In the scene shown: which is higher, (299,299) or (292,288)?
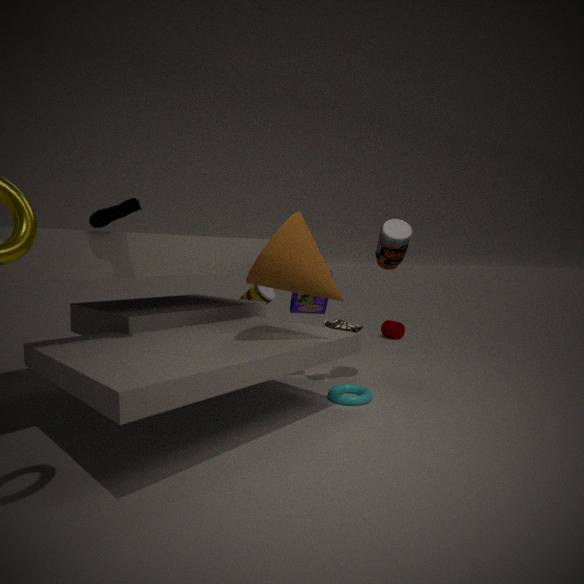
(292,288)
